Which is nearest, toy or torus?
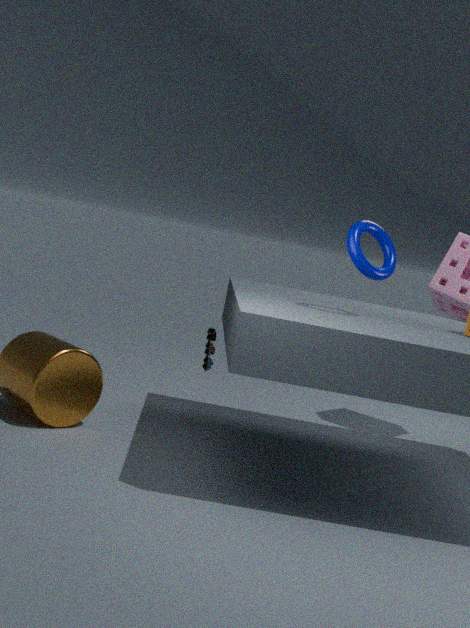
torus
